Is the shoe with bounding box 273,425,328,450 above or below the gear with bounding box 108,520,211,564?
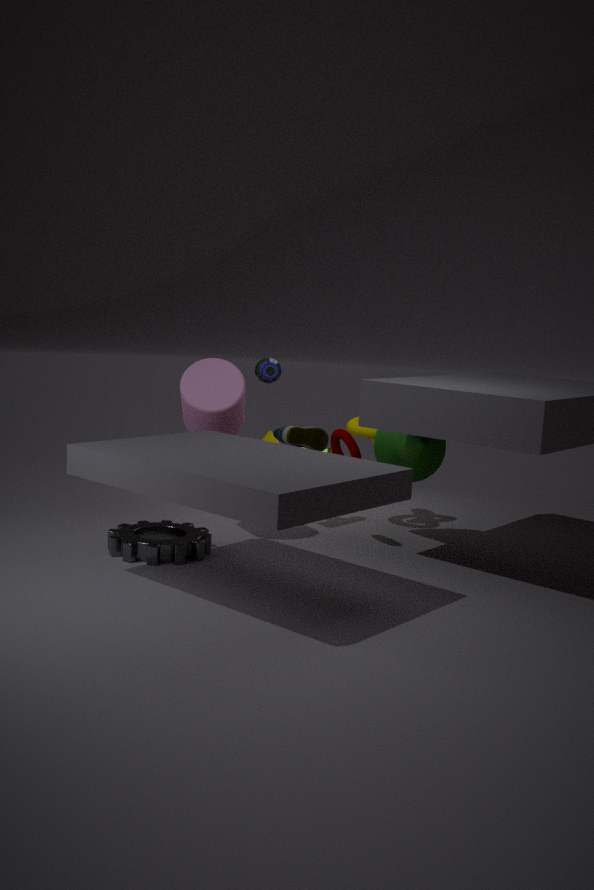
above
